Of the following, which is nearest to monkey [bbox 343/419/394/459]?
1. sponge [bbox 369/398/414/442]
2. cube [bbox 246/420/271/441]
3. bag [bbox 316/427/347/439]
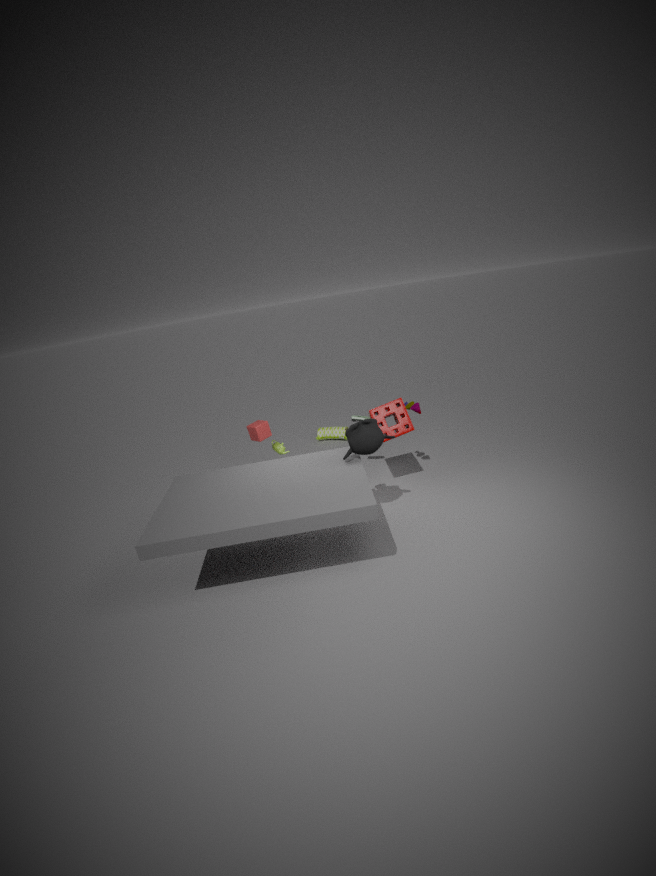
sponge [bbox 369/398/414/442]
